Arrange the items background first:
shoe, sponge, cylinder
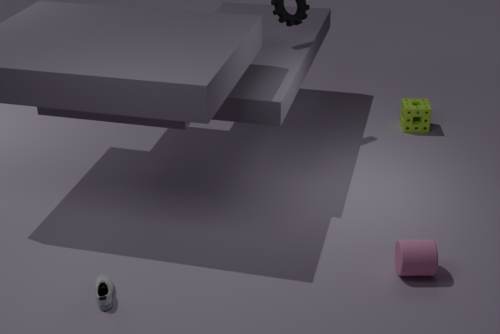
sponge, cylinder, shoe
